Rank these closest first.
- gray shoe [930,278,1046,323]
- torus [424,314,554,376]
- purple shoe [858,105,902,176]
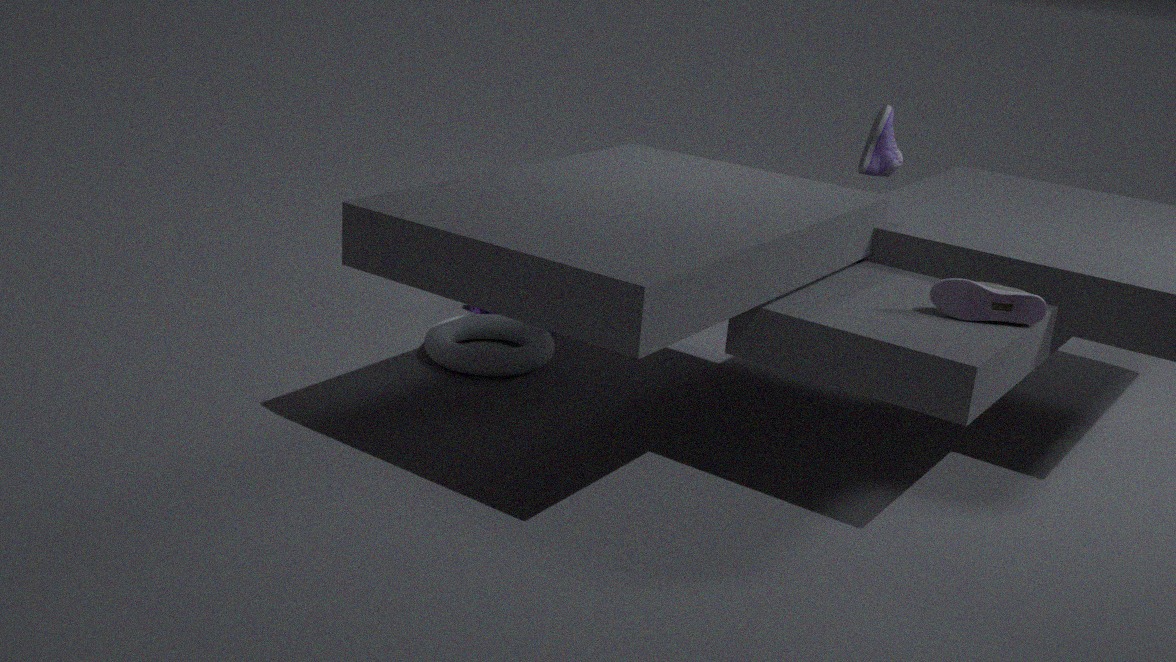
gray shoe [930,278,1046,323] < torus [424,314,554,376] < purple shoe [858,105,902,176]
